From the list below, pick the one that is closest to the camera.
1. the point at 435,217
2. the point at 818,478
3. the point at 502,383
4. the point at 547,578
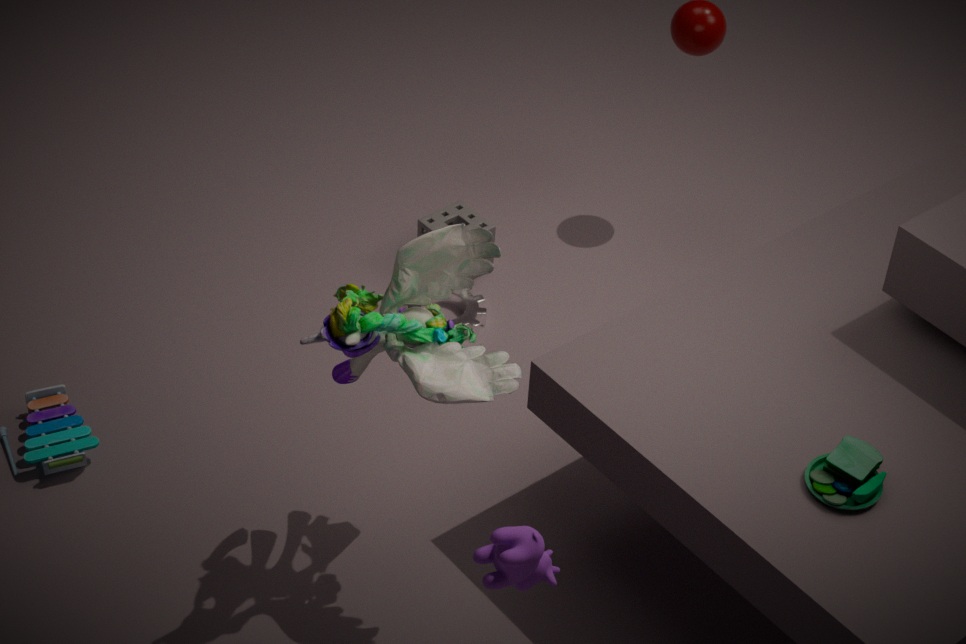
the point at 547,578
